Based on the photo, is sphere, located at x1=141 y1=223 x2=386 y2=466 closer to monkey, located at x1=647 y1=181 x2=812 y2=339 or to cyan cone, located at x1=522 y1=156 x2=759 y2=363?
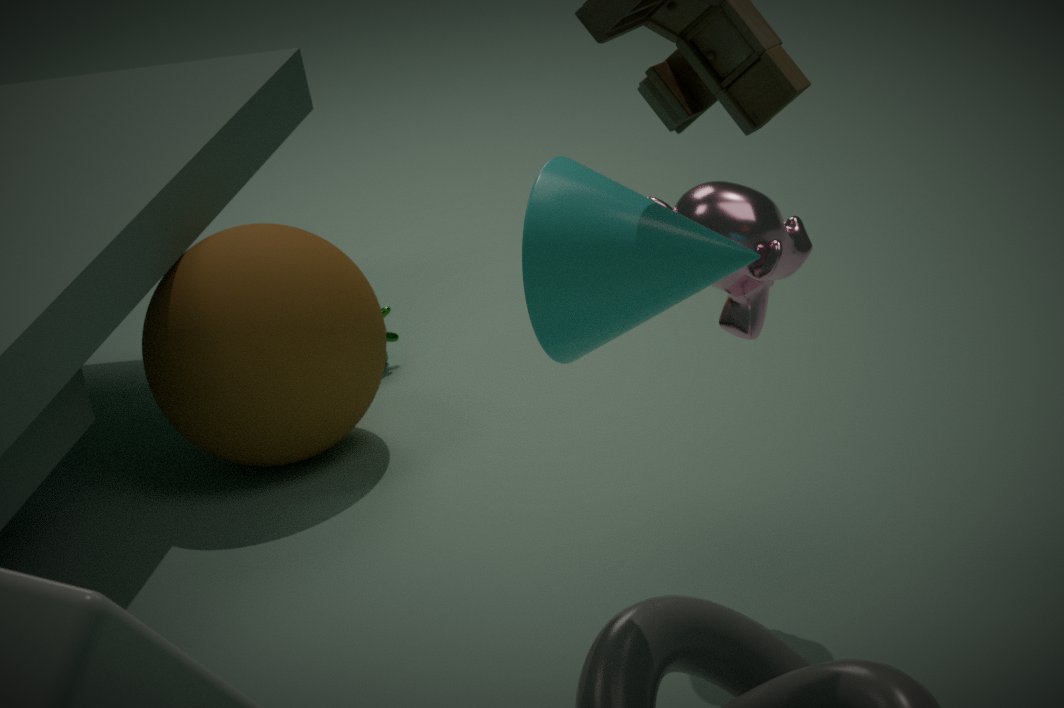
monkey, located at x1=647 y1=181 x2=812 y2=339
